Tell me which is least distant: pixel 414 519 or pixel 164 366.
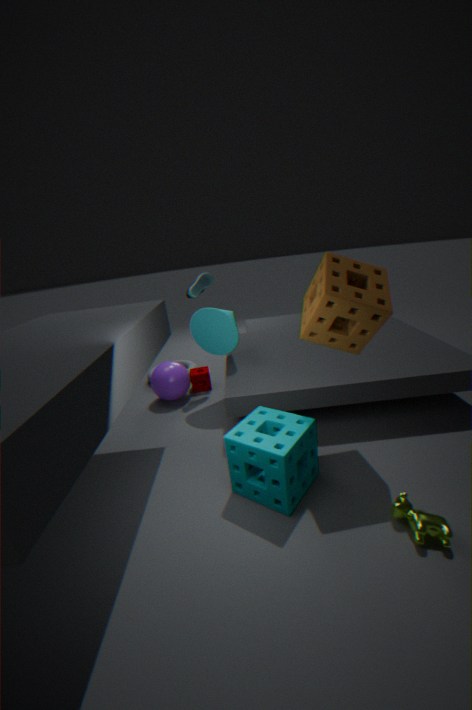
pixel 414 519
